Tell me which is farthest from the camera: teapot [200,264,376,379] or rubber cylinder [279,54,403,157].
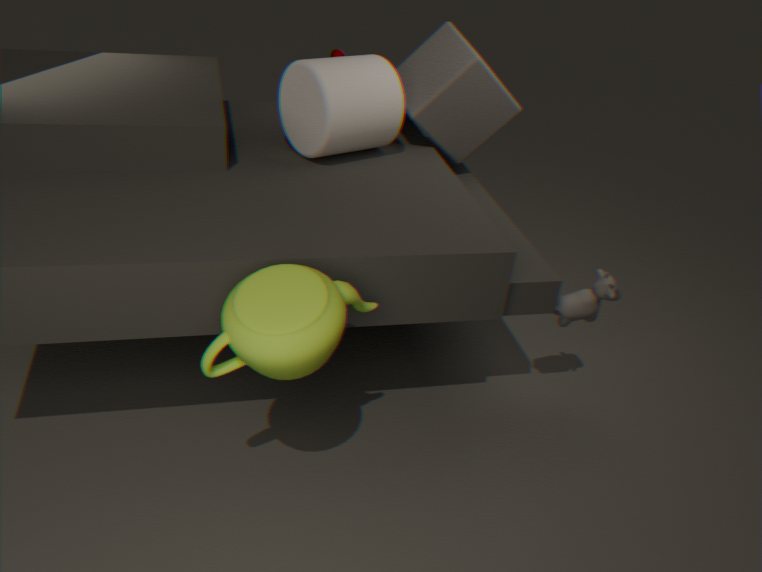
rubber cylinder [279,54,403,157]
